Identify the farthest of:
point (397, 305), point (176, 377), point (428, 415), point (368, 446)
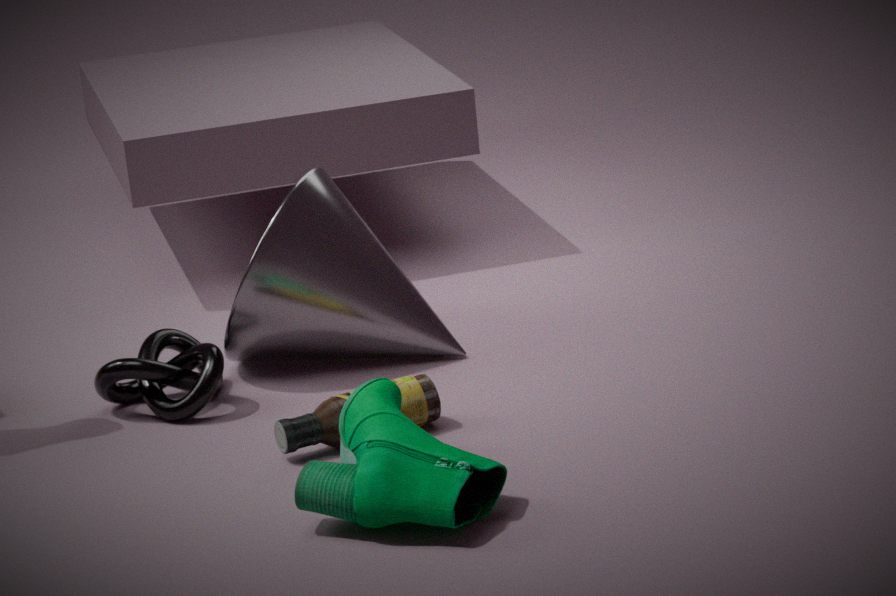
point (397, 305)
